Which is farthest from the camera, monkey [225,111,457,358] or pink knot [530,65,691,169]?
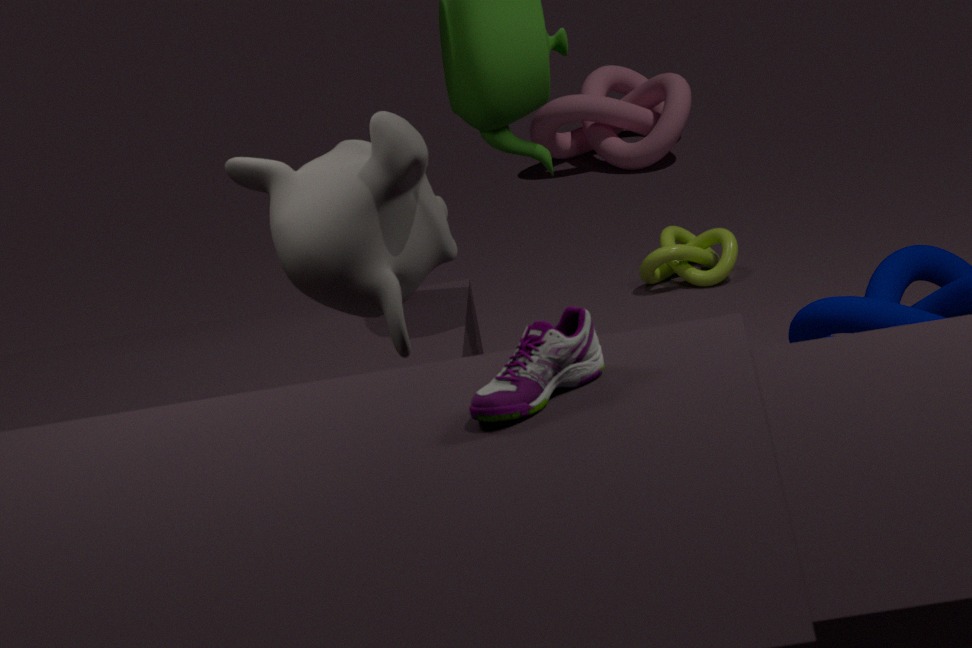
pink knot [530,65,691,169]
